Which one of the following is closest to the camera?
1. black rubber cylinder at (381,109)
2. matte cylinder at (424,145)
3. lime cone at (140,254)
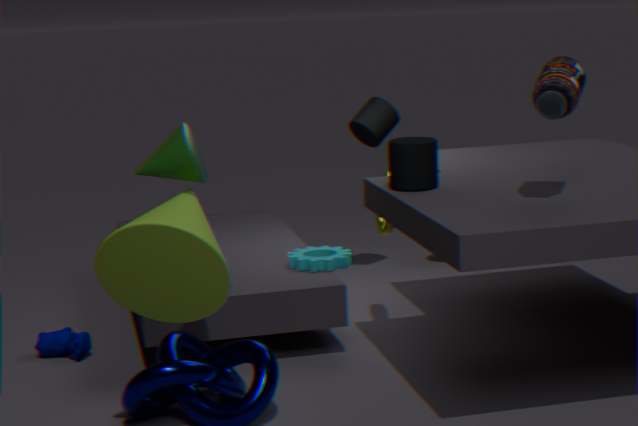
lime cone at (140,254)
